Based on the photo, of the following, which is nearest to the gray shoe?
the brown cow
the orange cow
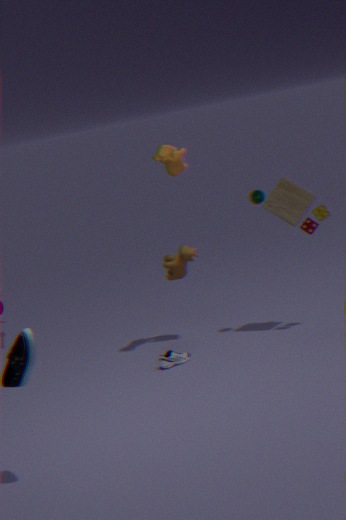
the brown cow
